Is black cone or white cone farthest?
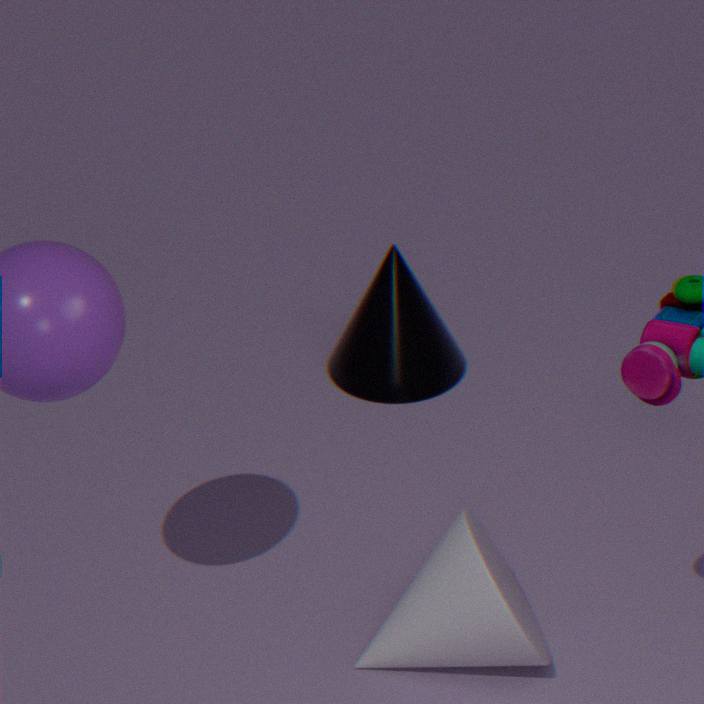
black cone
